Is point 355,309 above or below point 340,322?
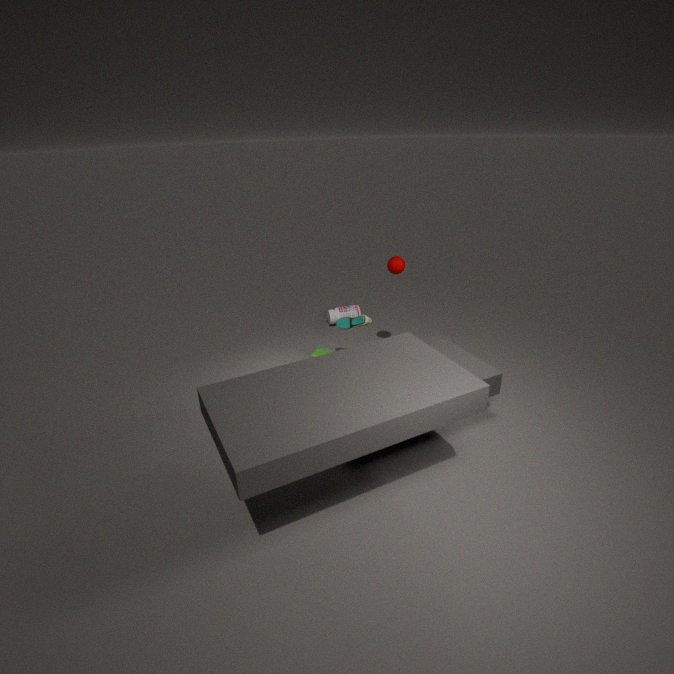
below
